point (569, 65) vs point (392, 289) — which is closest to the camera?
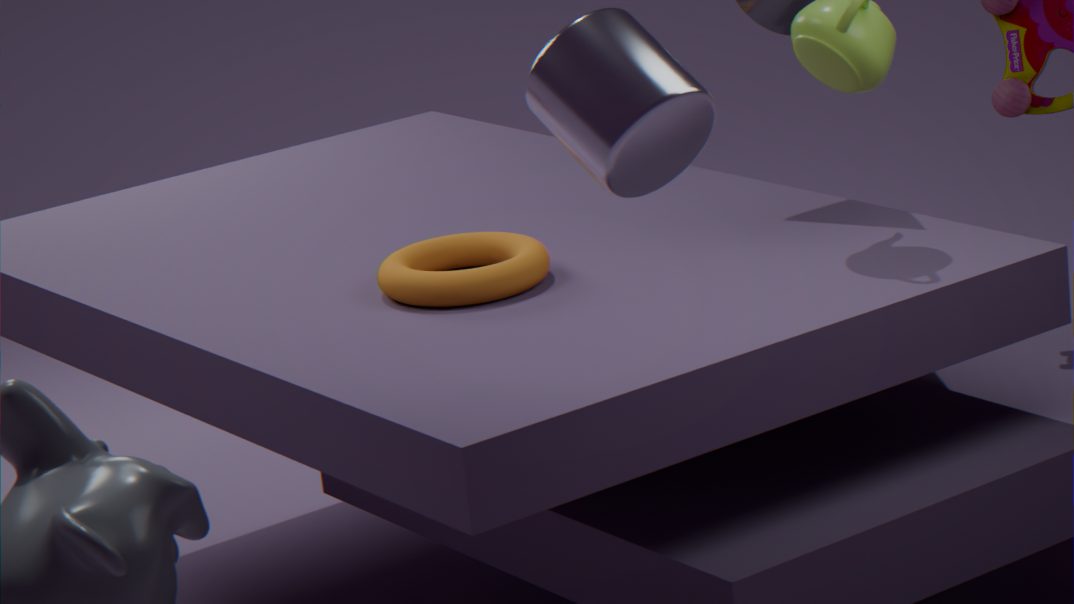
point (569, 65)
